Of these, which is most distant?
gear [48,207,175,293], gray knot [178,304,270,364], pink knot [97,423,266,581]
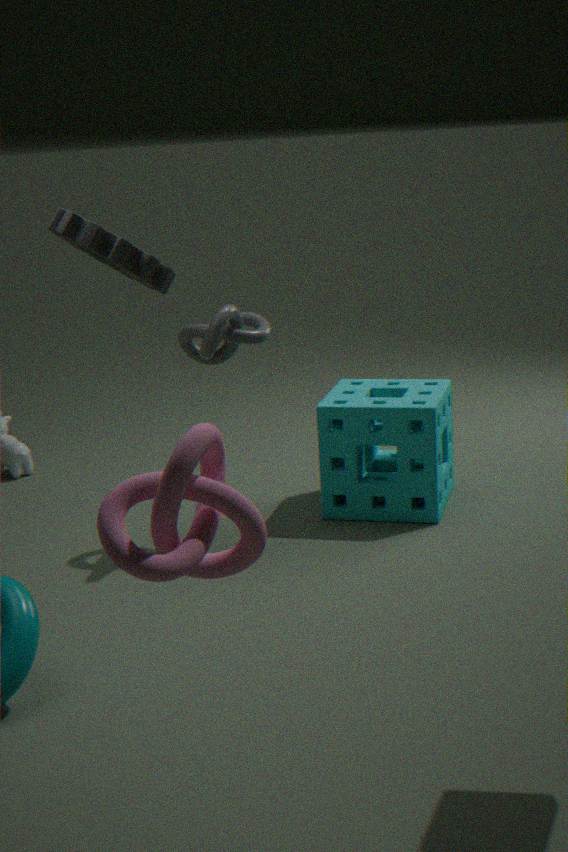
gray knot [178,304,270,364]
